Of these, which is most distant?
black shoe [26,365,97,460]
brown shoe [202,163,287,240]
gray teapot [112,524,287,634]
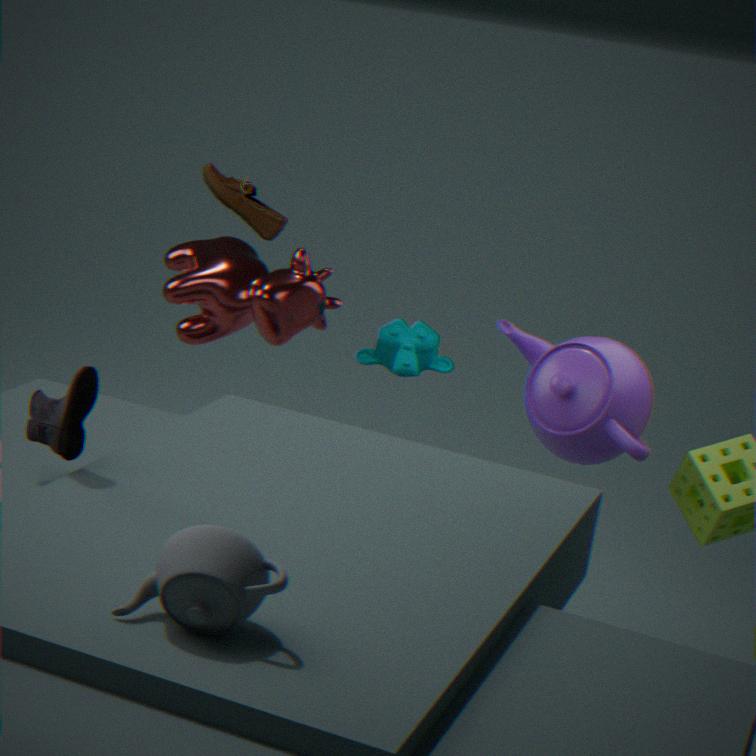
brown shoe [202,163,287,240]
